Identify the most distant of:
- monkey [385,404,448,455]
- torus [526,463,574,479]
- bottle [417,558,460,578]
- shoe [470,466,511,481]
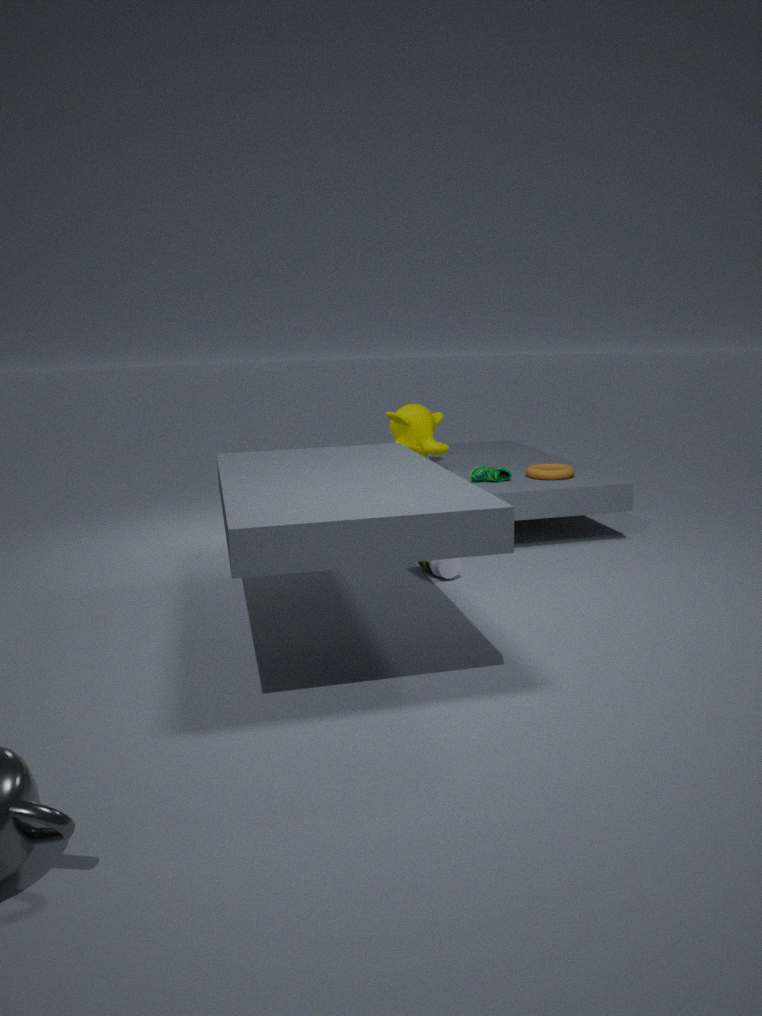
monkey [385,404,448,455]
